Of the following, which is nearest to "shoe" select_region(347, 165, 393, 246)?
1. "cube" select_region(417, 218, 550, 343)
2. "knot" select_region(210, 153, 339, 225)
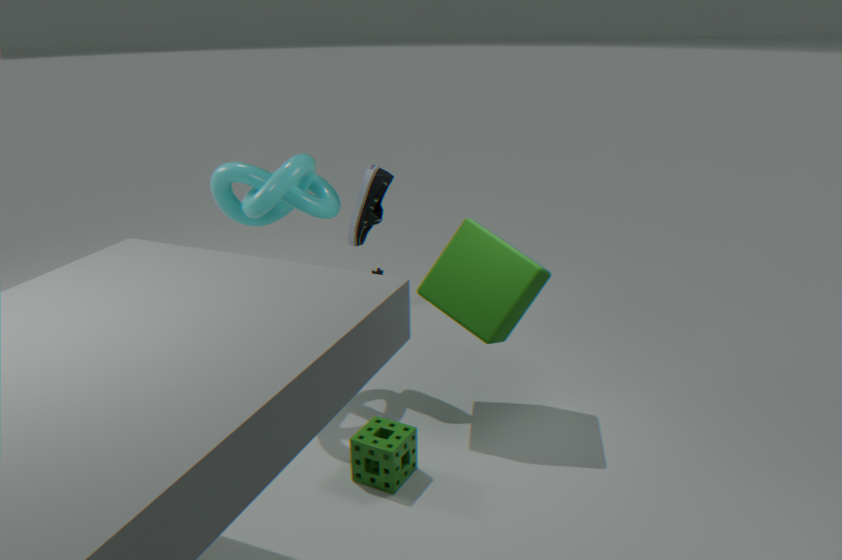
"knot" select_region(210, 153, 339, 225)
